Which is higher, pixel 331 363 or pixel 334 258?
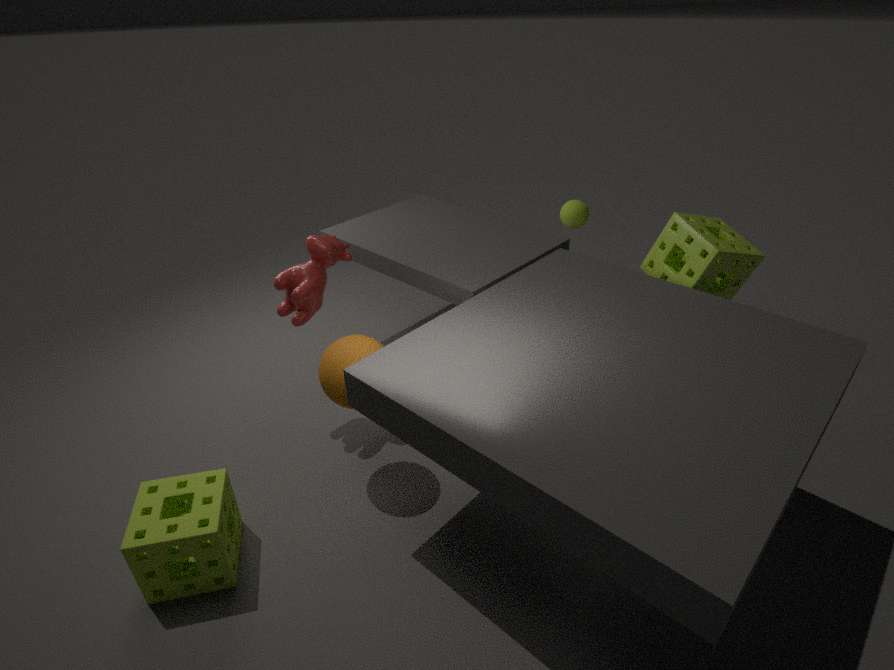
pixel 334 258
